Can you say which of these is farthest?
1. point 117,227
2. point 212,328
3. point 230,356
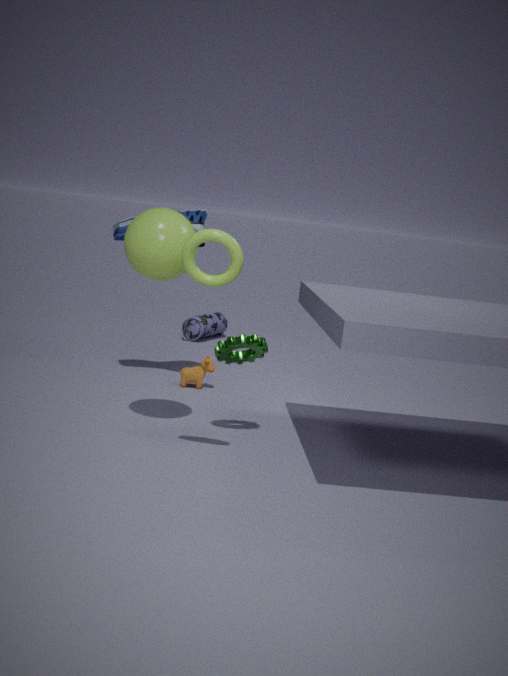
point 212,328
